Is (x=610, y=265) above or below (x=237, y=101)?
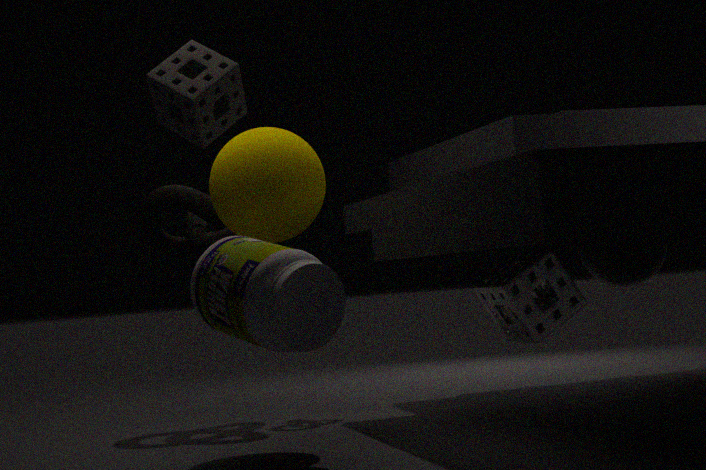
below
